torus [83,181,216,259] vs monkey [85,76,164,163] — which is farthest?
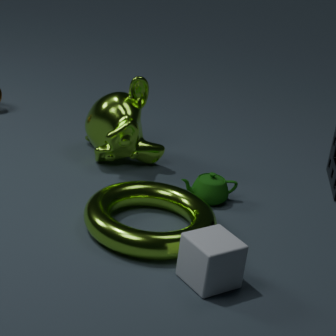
monkey [85,76,164,163]
